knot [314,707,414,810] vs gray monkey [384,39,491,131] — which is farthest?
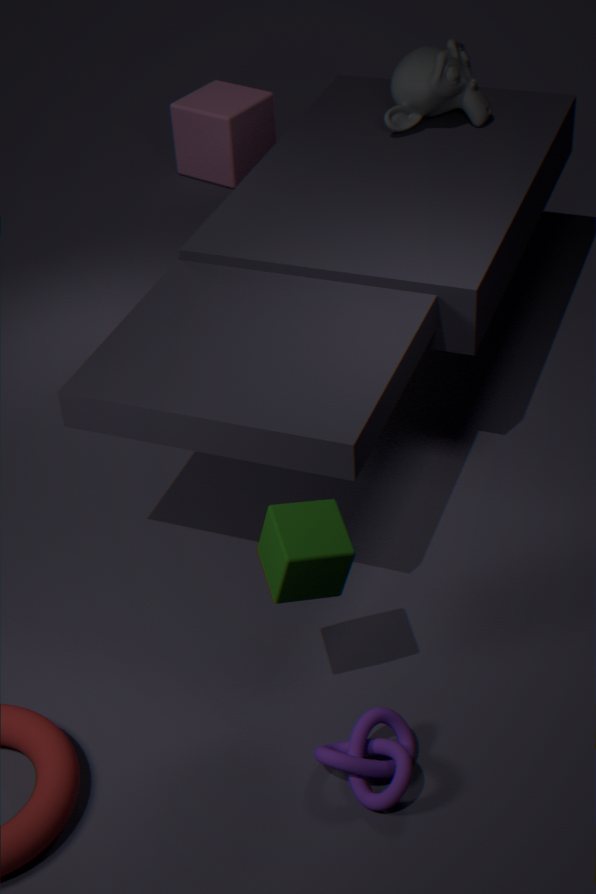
gray monkey [384,39,491,131]
